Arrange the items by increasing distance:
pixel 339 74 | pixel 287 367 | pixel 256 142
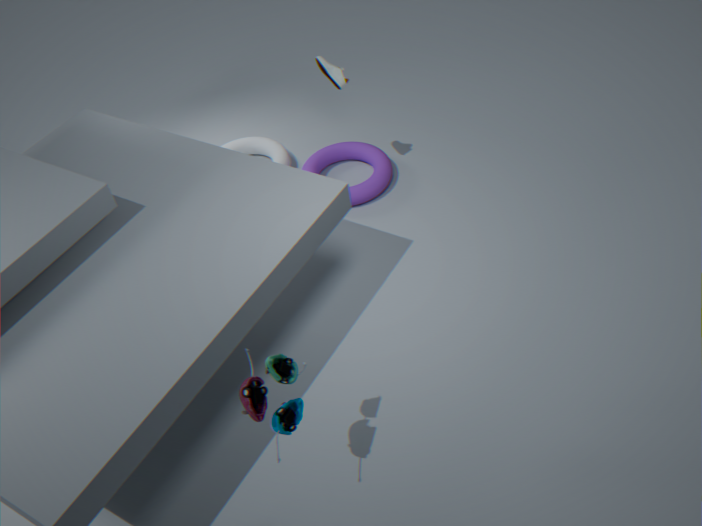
pixel 287 367 < pixel 339 74 < pixel 256 142
